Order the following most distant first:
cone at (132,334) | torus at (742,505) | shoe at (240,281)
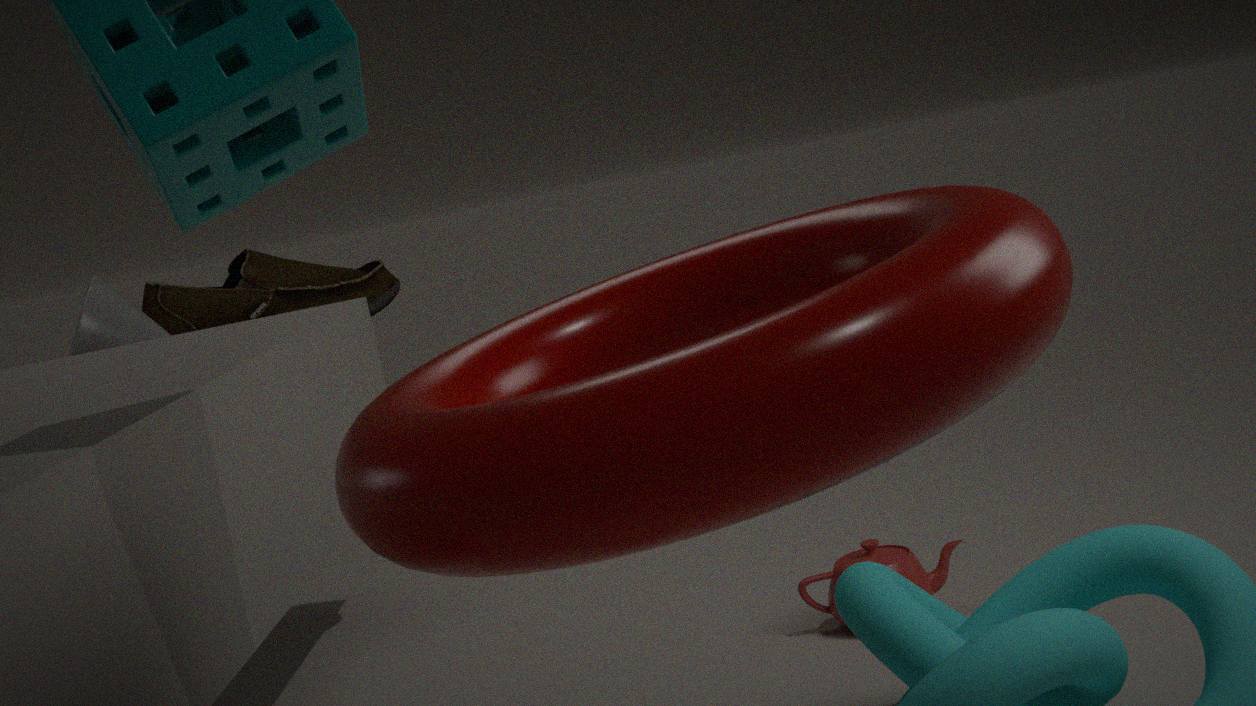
1. shoe at (240,281)
2. cone at (132,334)
3. torus at (742,505)
